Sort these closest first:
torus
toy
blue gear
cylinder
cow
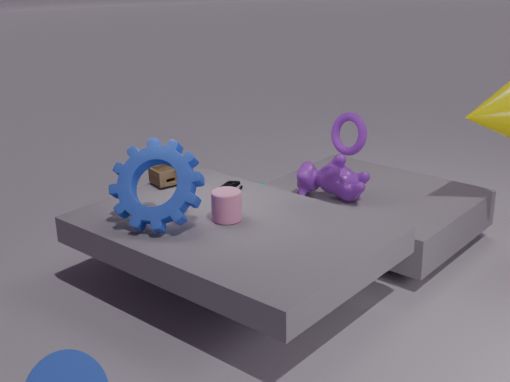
blue gear → cylinder → torus → cow → toy
